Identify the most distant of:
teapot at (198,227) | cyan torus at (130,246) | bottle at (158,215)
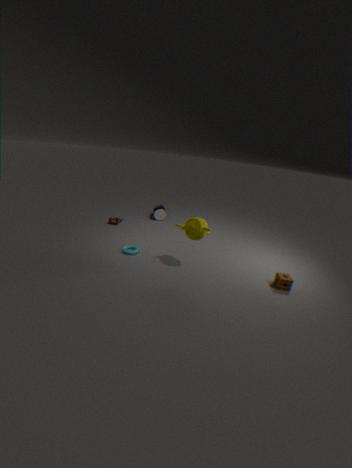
bottle at (158,215)
